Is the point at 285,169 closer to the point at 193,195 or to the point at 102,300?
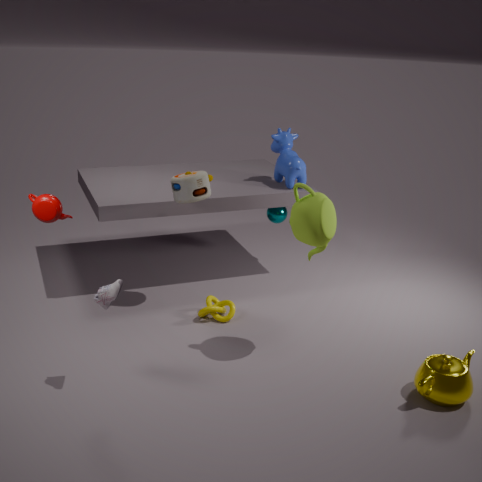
the point at 193,195
